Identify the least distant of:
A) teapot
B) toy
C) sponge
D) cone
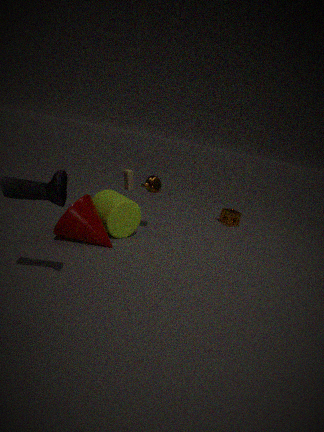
cone
